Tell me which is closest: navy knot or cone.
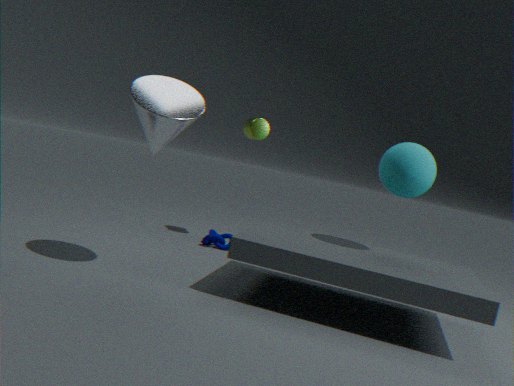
cone
